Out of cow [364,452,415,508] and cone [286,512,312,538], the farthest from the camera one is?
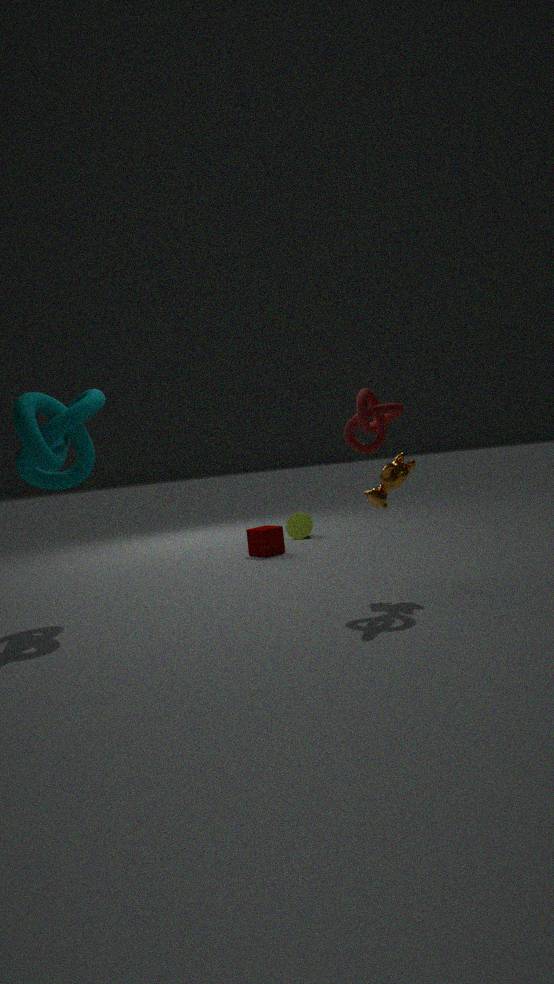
cone [286,512,312,538]
